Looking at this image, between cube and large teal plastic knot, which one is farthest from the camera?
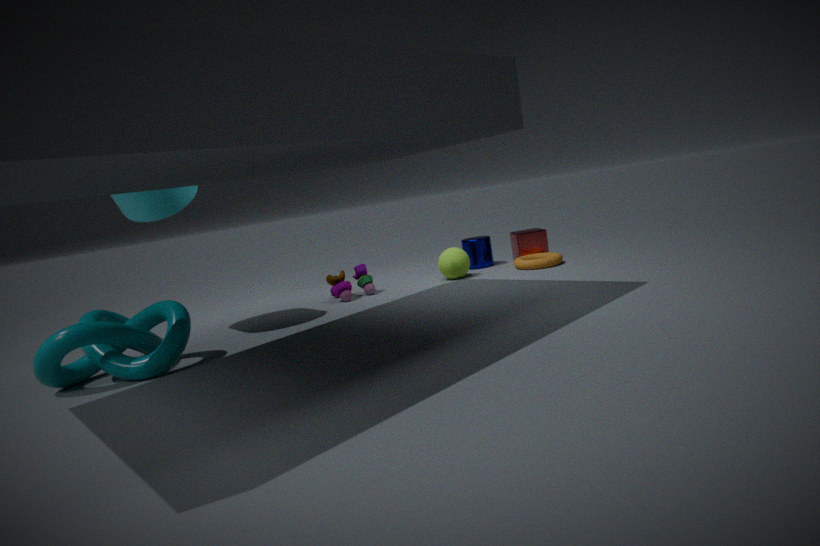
cube
